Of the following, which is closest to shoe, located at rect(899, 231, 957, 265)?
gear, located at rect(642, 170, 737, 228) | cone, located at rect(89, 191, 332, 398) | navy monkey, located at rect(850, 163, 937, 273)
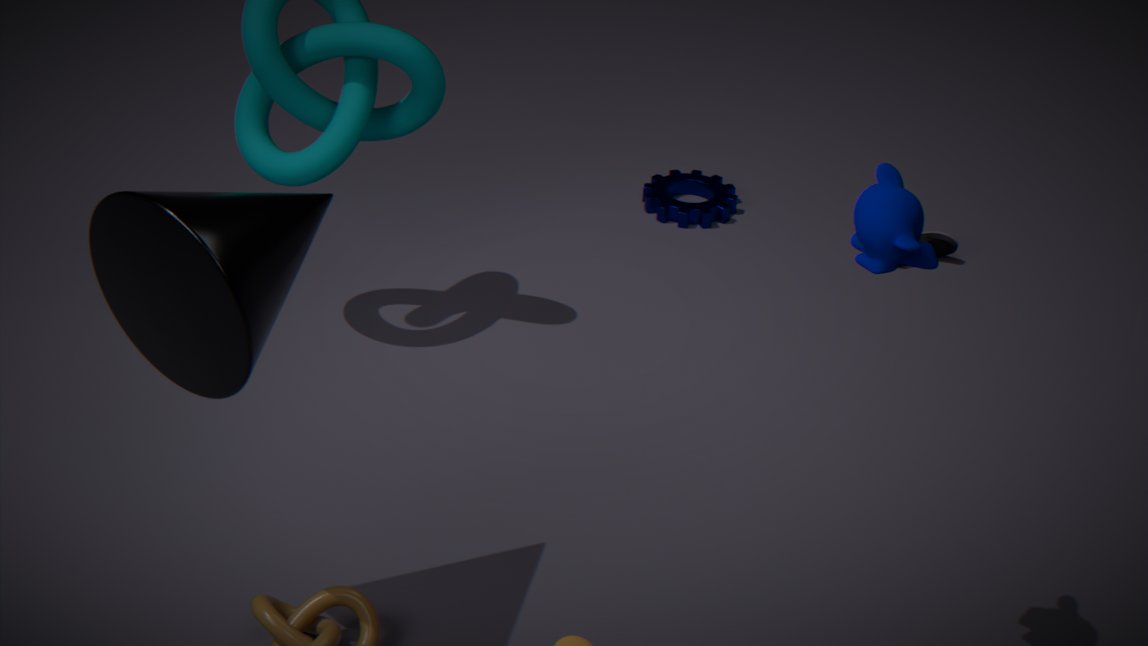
gear, located at rect(642, 170, 737, 228)
